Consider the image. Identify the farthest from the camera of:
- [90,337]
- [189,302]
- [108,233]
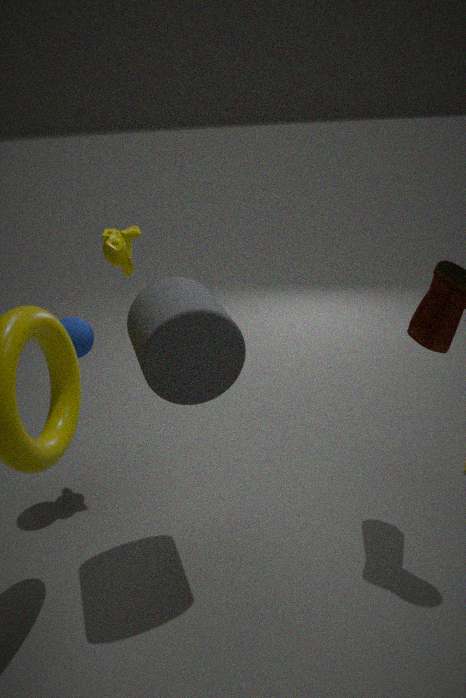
[108,233]
